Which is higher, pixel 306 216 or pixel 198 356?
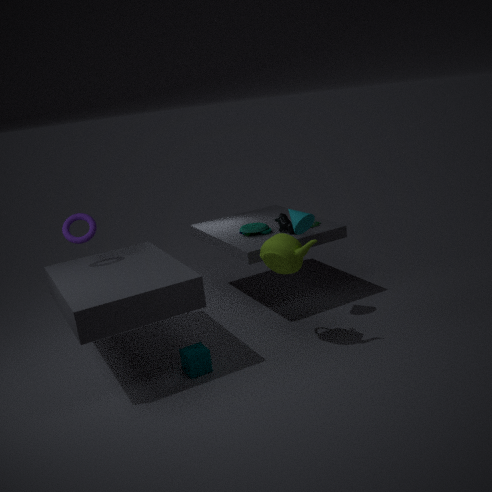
pixel 306 216
